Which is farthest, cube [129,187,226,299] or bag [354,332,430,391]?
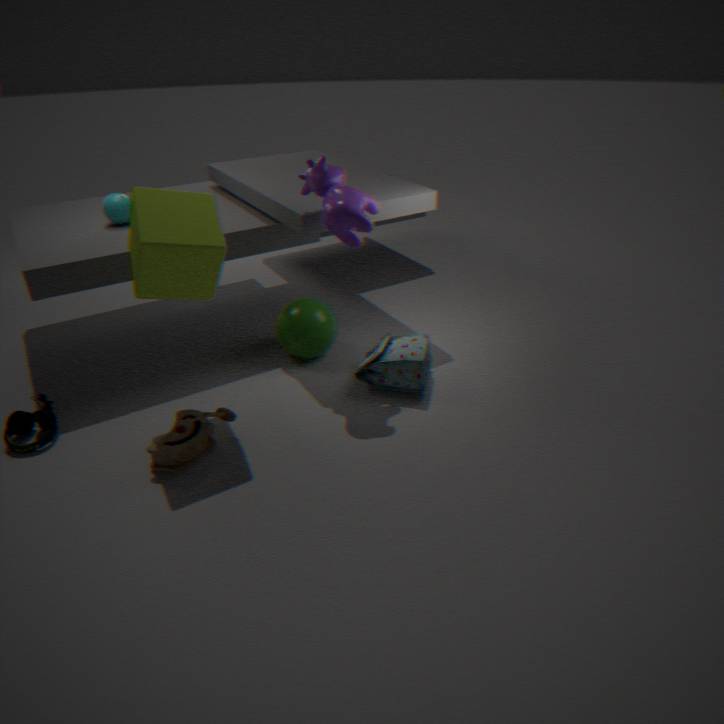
bag [354,332,430,391]
